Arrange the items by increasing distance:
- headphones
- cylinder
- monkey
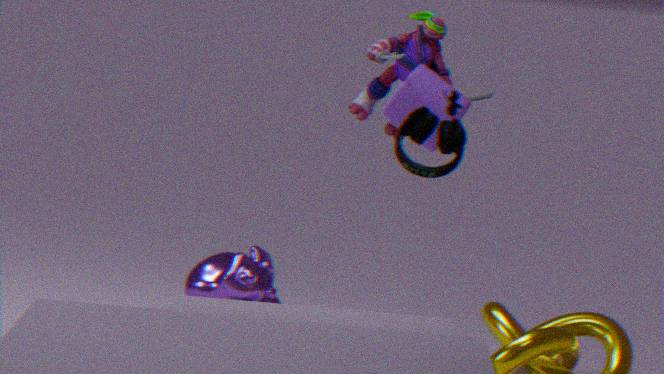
headphones < cylinder < monkey
